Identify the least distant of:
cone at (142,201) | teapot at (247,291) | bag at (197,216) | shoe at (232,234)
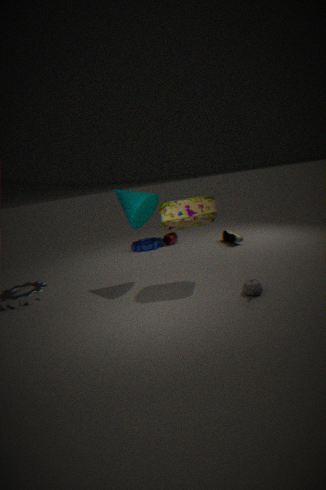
teapot at (247,291)
